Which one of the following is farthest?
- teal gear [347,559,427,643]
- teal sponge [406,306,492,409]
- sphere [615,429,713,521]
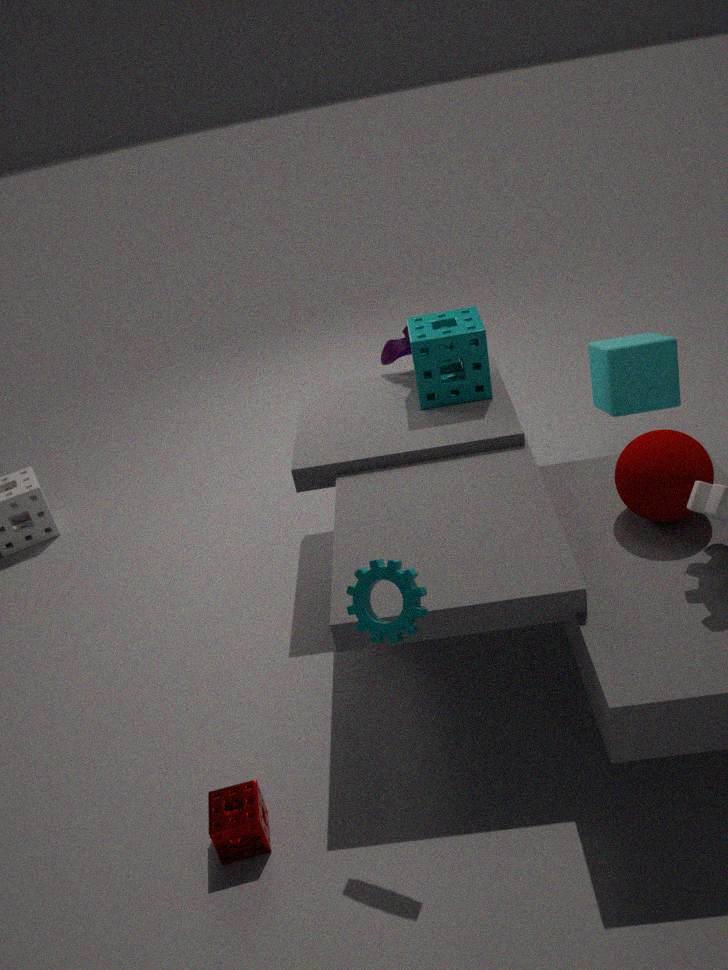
teal sponge [406,306,492,409]
